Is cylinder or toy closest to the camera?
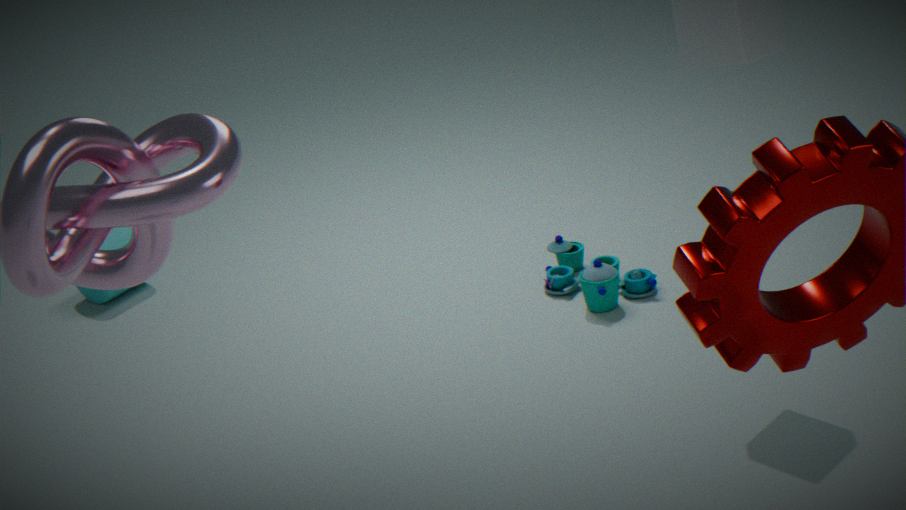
toy
